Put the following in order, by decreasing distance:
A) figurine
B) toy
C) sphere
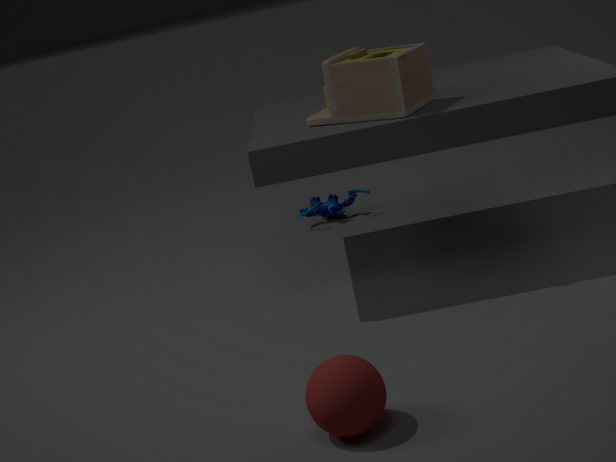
A. figurine → B. toy → C. sphere
